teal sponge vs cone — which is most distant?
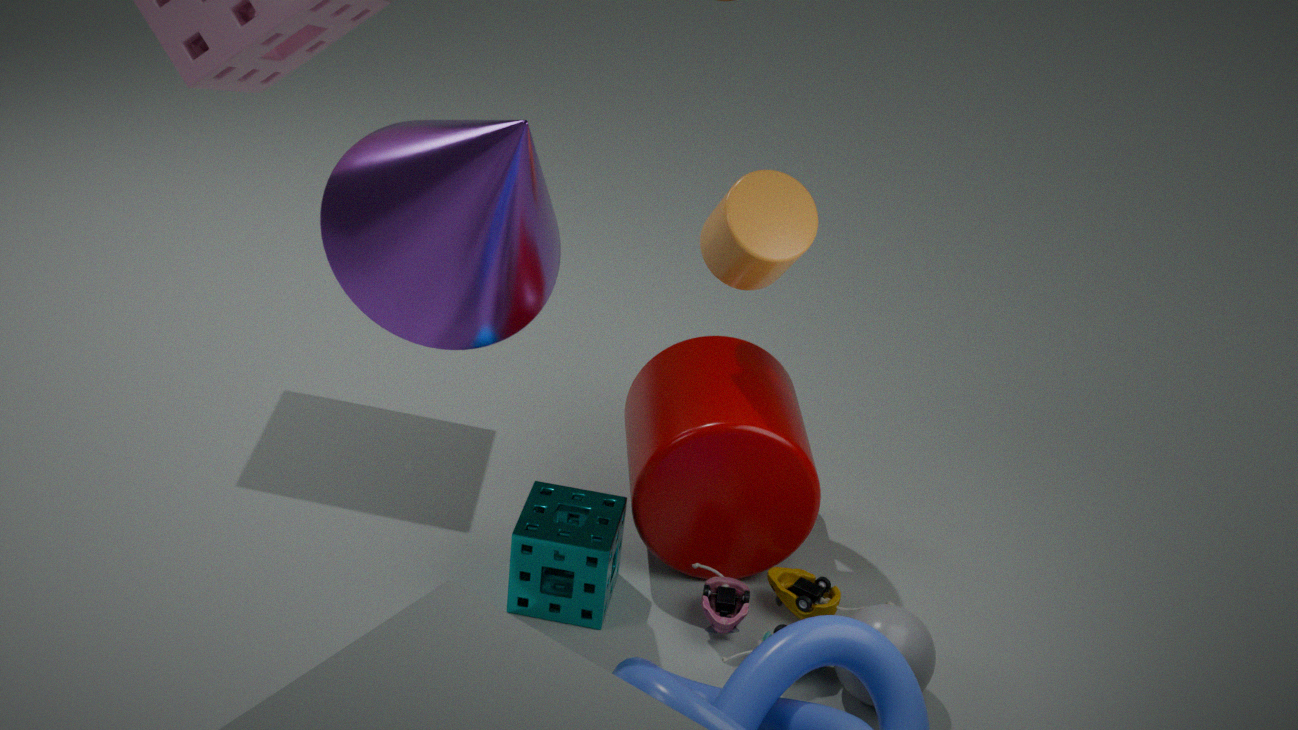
teal sponge
